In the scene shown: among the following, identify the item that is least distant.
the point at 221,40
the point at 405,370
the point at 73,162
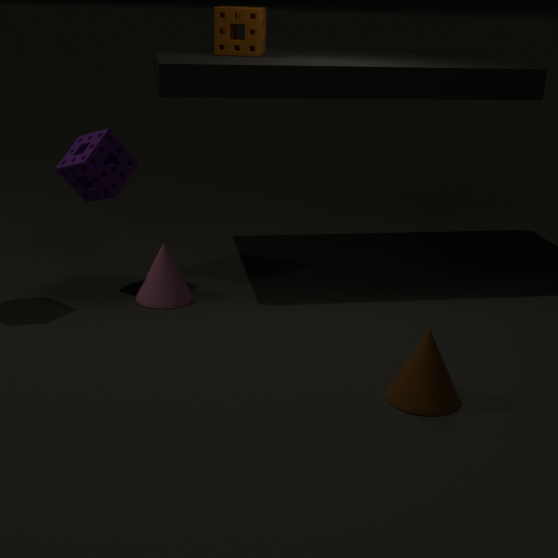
the point at 405,370
